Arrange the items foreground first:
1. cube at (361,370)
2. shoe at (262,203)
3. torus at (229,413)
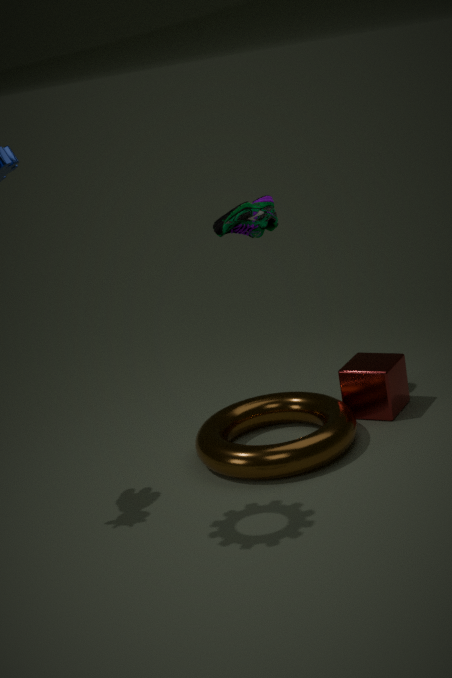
torus at (229,413), shoe at (262,203), cube at (361,370)
